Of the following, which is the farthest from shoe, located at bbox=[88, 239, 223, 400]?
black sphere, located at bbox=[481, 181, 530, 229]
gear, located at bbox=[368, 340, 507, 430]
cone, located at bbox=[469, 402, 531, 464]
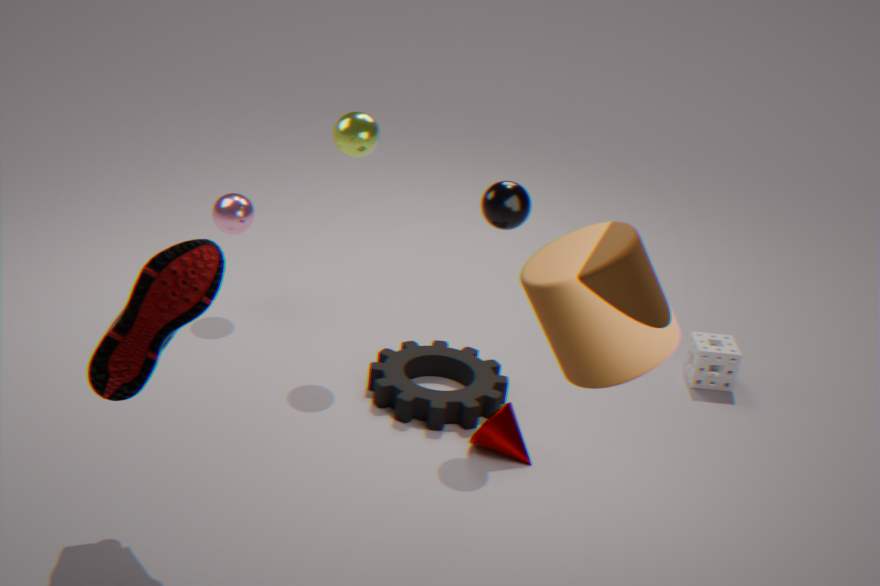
cone, located at bbox=[469, 402, 531, 464]
